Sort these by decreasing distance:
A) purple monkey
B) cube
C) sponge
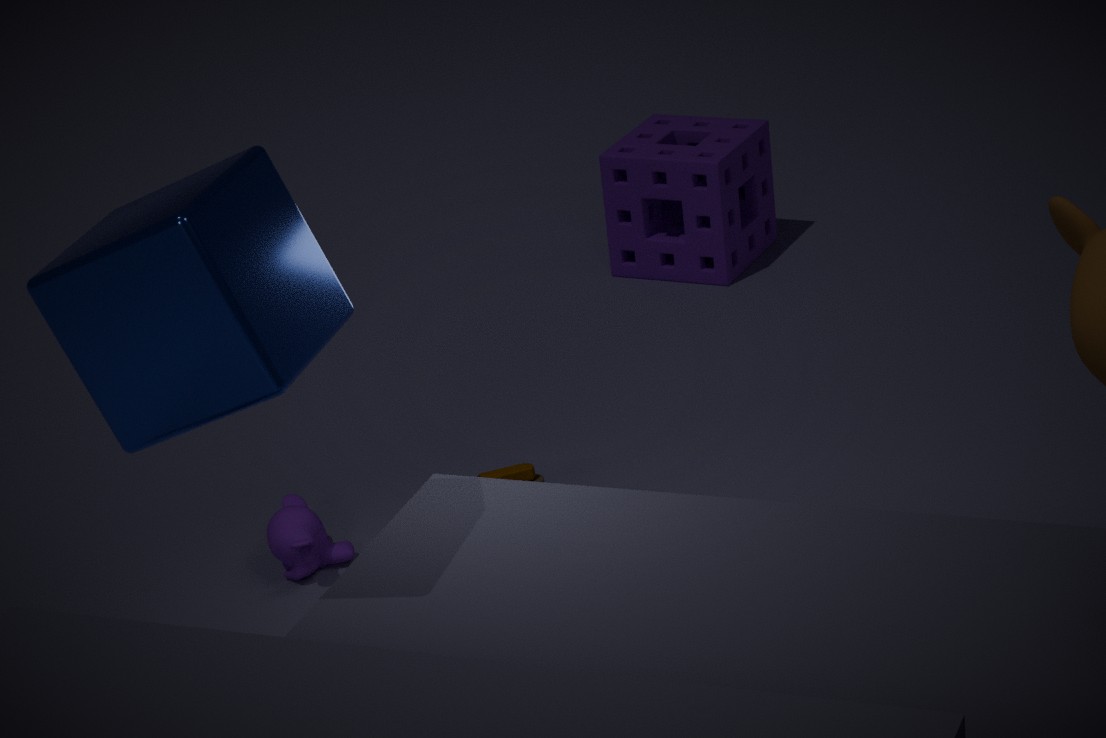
1. sponge
2. purple monkey
3. cube
